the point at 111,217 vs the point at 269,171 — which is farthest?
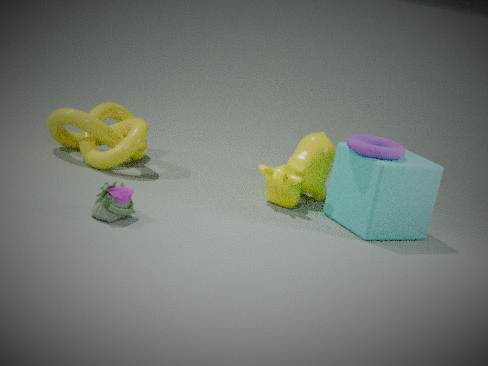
the point at 269,171
